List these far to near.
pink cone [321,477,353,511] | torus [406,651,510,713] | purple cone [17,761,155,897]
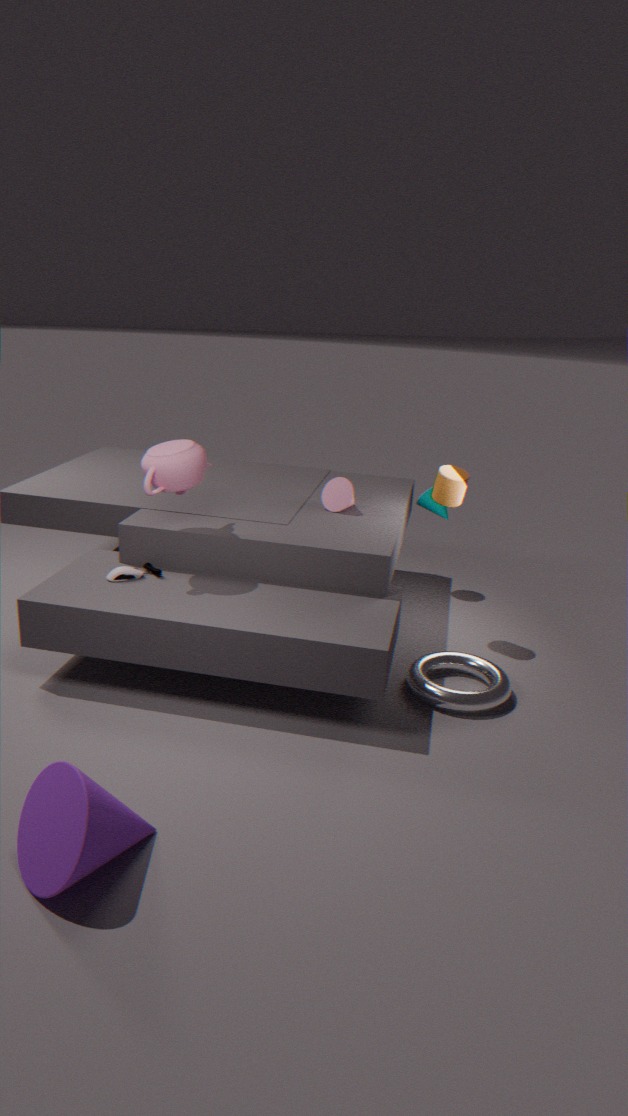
pink cone [321,477,353,511], torus [406,651,510,713], purple cone [17,761,155,897]
